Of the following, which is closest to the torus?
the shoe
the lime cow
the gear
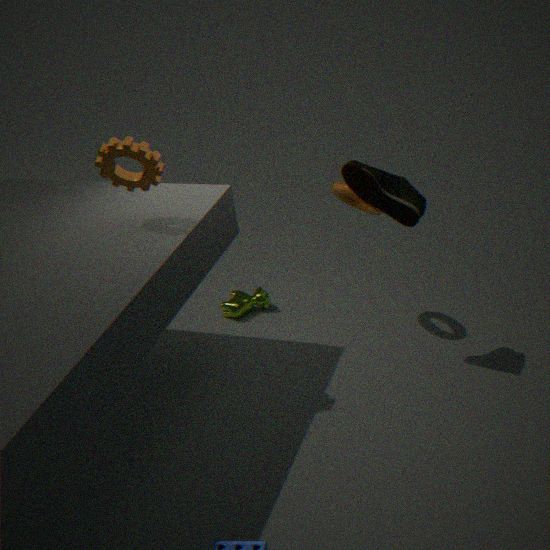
the shoe
